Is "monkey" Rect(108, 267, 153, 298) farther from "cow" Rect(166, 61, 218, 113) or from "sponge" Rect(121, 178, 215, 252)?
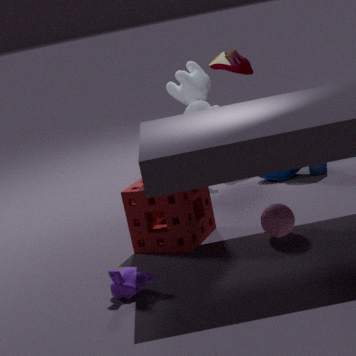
"cow" Rect(166, 61, 218, 113)
